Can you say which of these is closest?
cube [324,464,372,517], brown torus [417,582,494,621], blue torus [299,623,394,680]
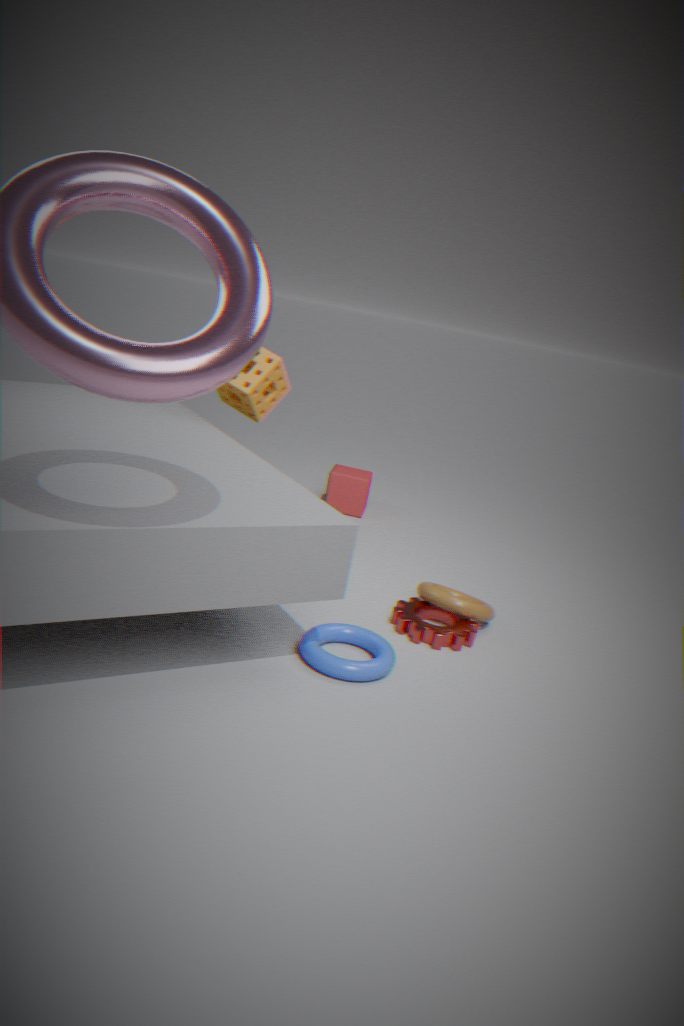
blue torus [299,623,394,680]
